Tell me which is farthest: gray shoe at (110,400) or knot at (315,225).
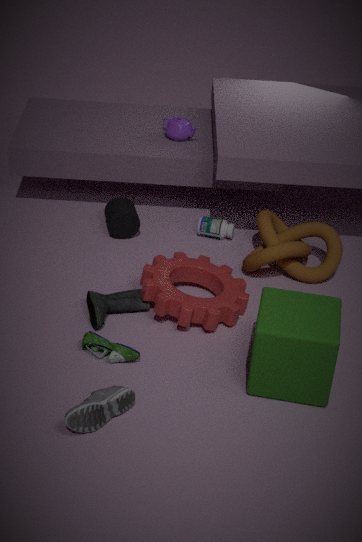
knot at (315,225)
